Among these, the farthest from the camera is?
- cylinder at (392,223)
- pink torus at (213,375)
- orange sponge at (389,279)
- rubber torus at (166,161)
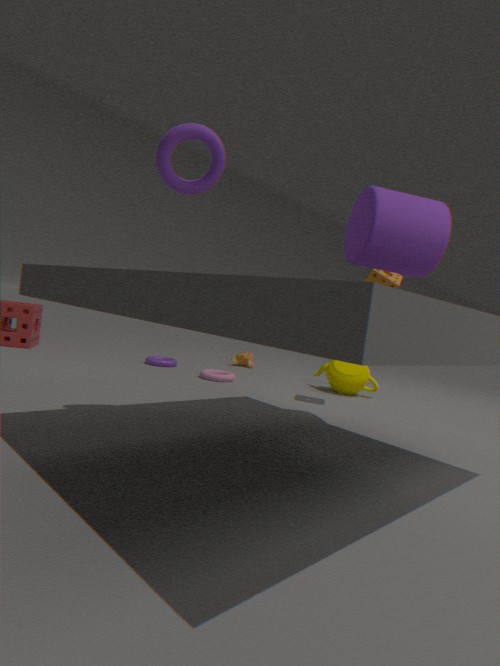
pink torus at (213,375)
